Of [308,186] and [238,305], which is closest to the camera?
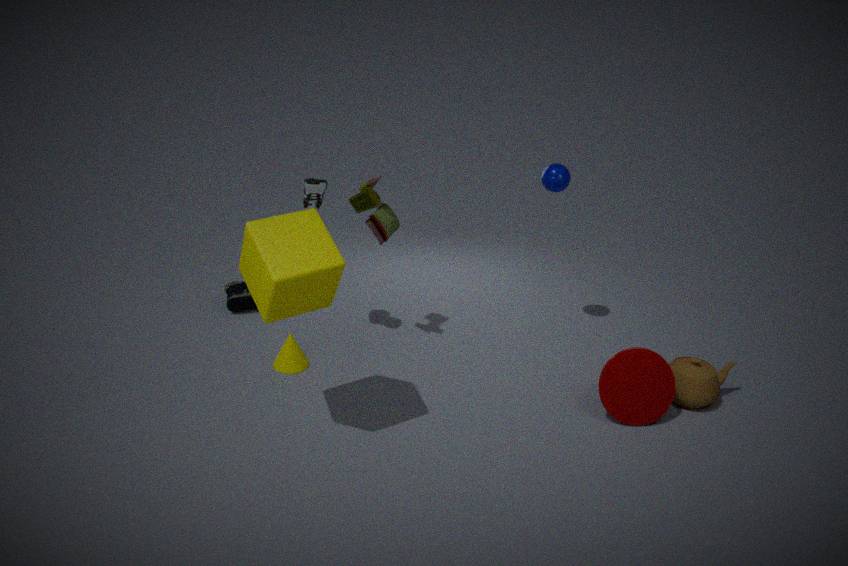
[308,186]
